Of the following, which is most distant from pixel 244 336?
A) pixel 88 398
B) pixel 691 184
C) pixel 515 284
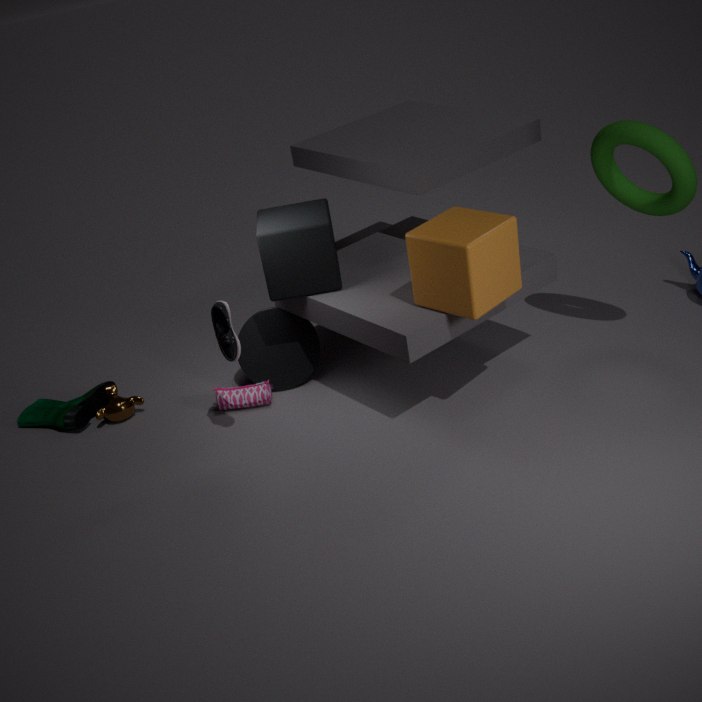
pixel 691 184
